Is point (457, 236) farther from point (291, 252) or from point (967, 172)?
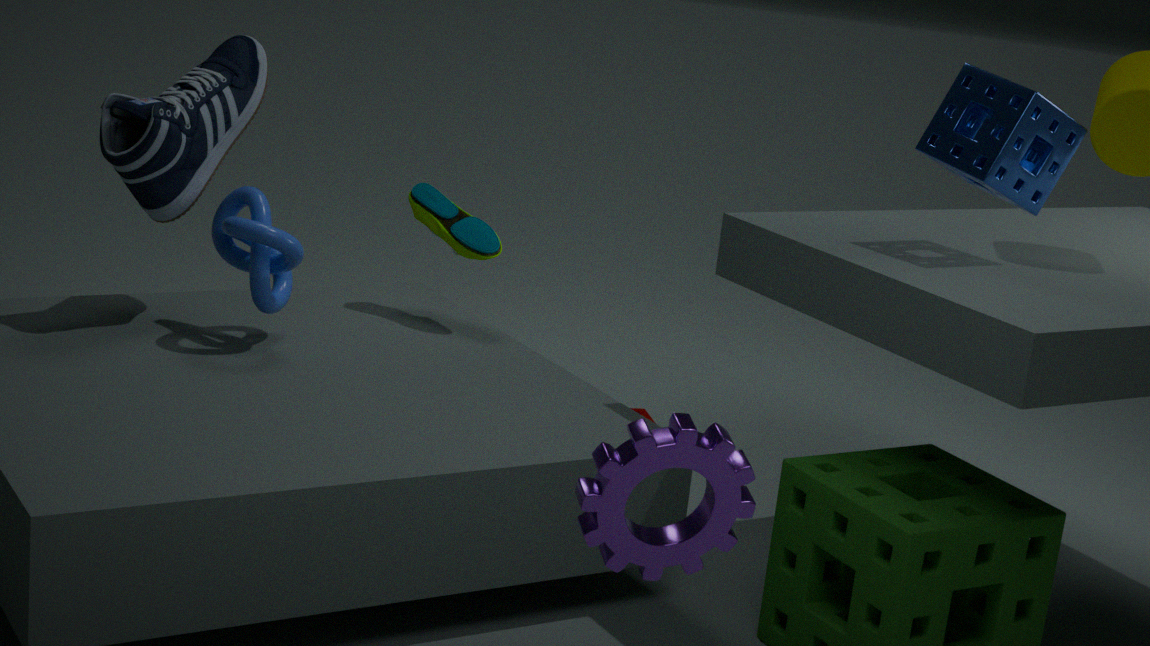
point (967, 172)
